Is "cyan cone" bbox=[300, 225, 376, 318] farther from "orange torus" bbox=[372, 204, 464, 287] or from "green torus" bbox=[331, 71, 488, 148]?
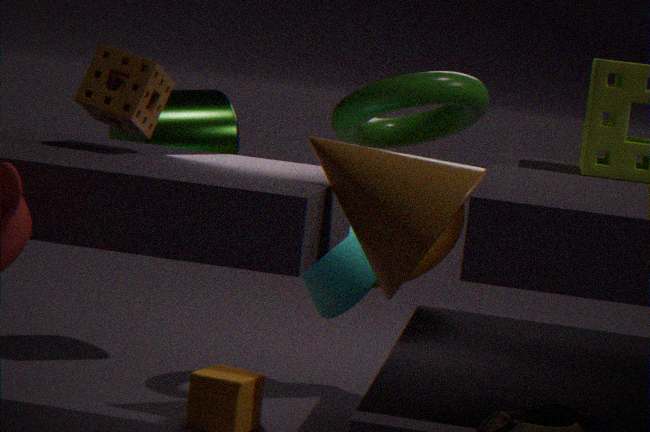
"green torus" bbox=[331, 71, 488, 148]
